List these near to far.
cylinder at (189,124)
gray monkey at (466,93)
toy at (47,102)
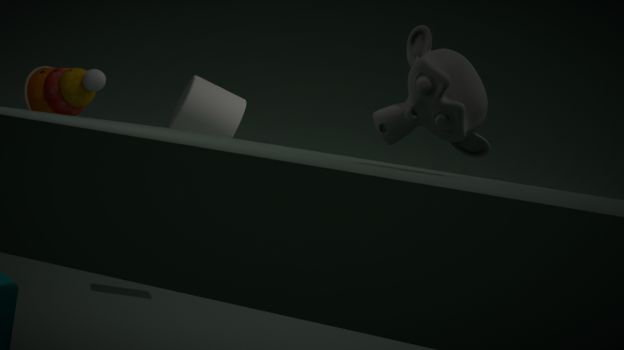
1. gray monkey at (466,93)
2. toy at (47,102)
3. cylinder at (189,124)
